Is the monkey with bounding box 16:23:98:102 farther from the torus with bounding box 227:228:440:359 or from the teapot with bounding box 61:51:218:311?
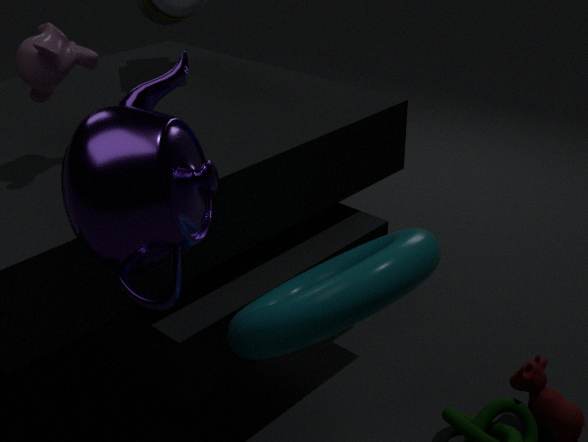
the torus with bounding box 227:228:440:359
